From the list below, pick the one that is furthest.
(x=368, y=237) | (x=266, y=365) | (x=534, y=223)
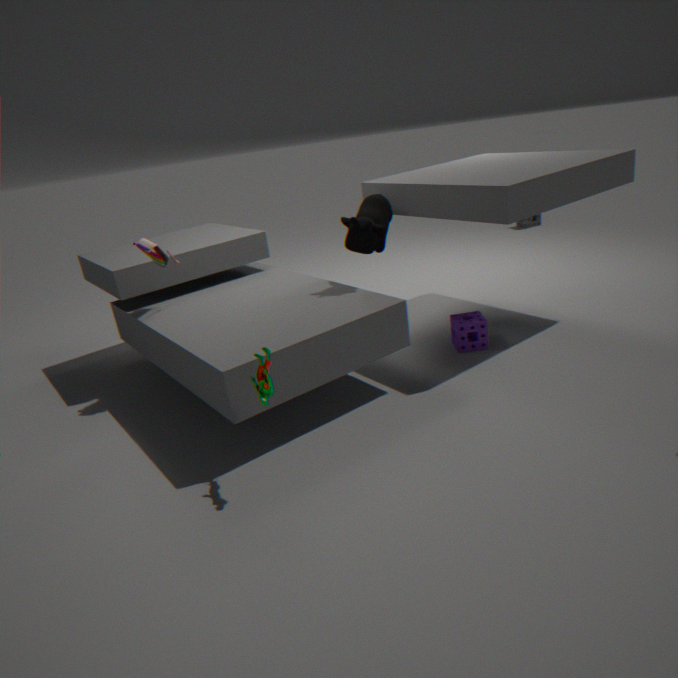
(x=534, y=223)
